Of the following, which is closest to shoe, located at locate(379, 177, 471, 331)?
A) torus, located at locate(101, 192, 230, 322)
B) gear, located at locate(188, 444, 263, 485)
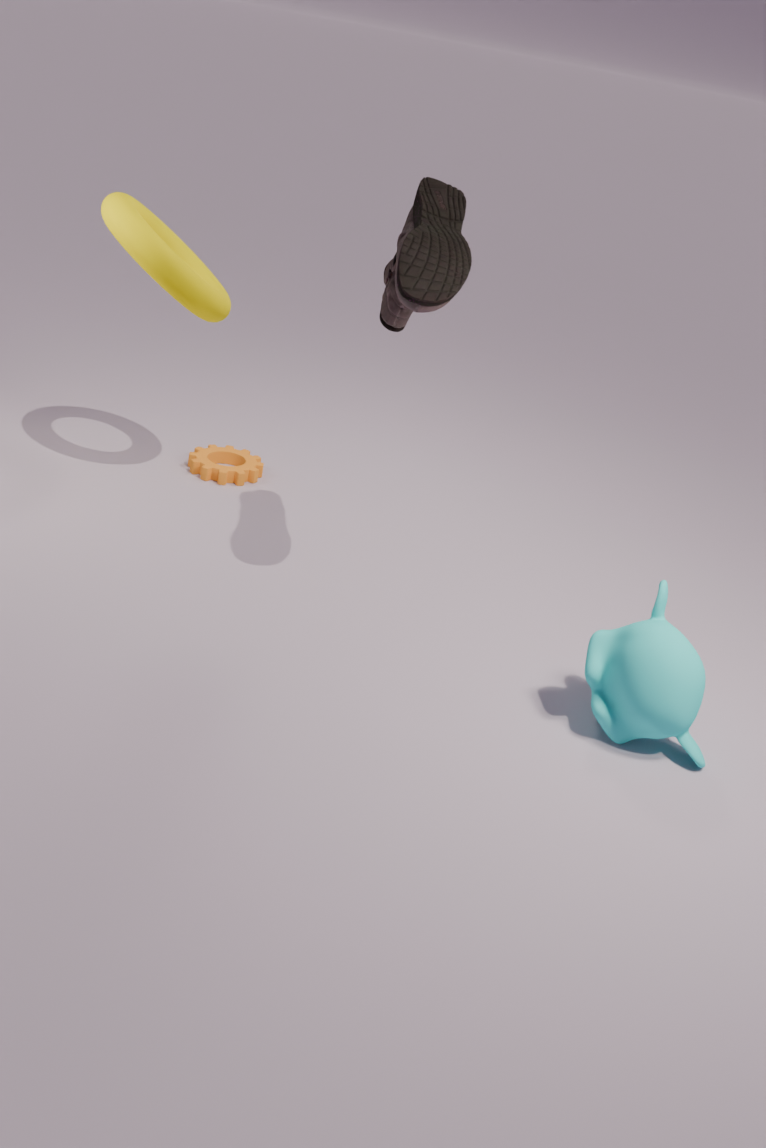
torus, located at locate(101, 192, 230, 322)
